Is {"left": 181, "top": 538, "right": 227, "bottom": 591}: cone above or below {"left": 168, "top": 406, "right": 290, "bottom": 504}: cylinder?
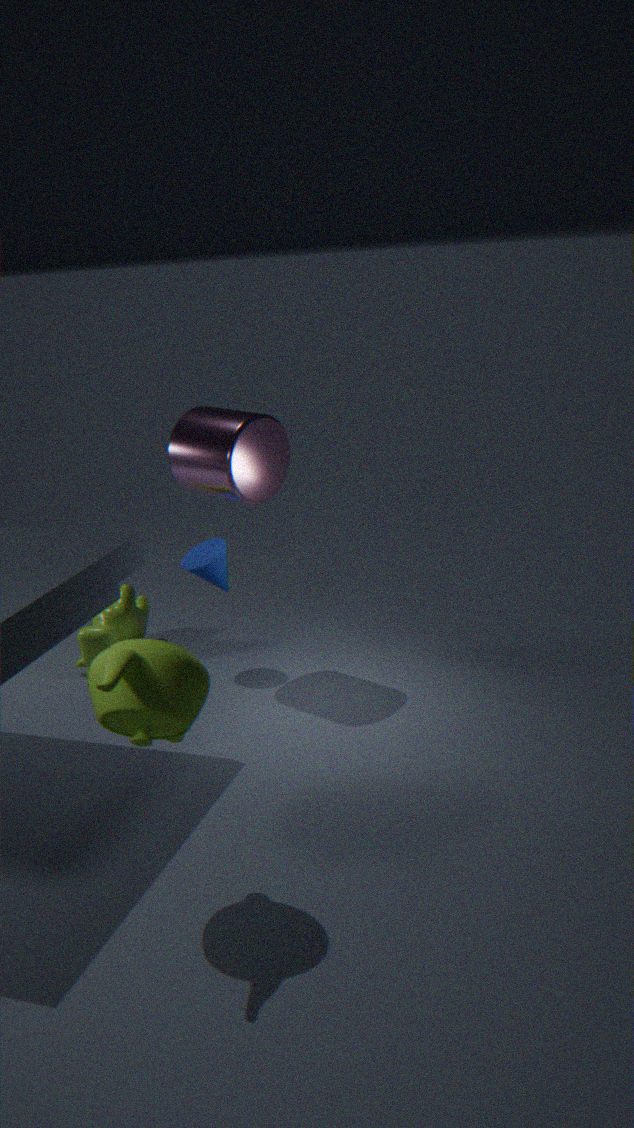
below
